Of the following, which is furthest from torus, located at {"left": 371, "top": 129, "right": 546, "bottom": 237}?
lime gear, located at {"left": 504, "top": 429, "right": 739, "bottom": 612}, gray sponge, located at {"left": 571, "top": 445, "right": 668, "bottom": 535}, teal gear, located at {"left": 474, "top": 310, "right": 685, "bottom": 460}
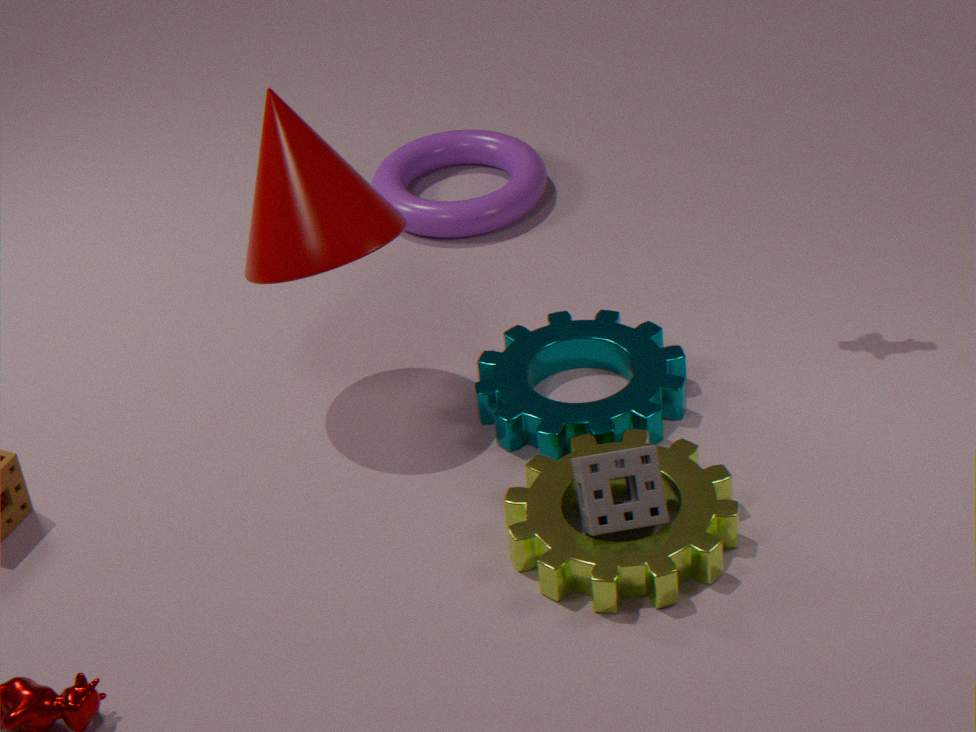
gray sponge, located at {"left": 571, "top": 445, "right": 668, "bottom": 535}
